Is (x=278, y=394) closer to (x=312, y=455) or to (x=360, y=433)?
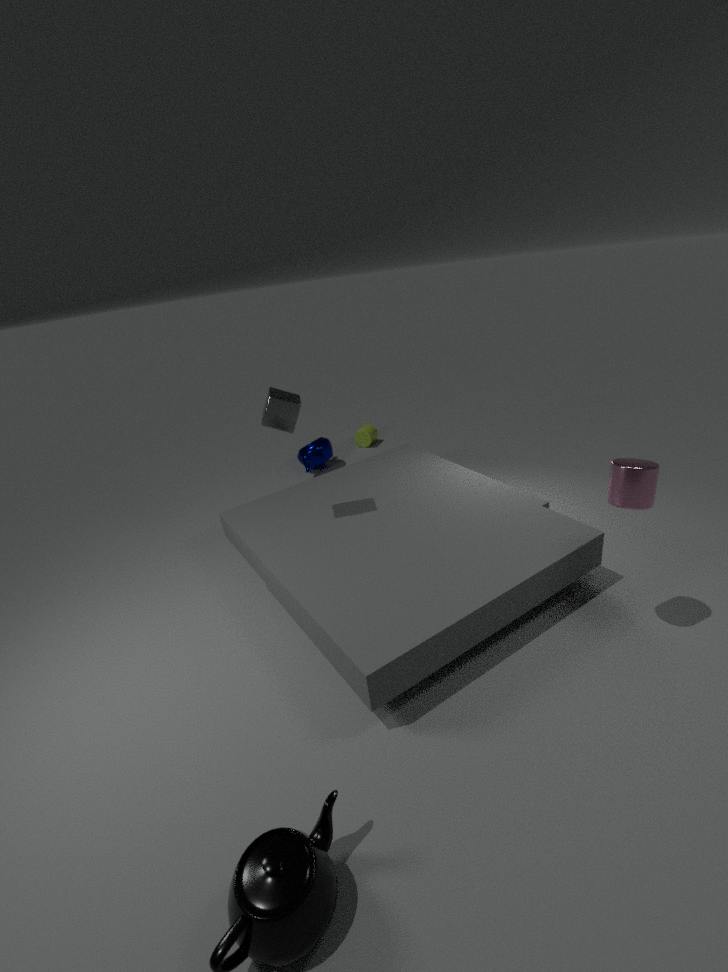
(x=312, y=455)
